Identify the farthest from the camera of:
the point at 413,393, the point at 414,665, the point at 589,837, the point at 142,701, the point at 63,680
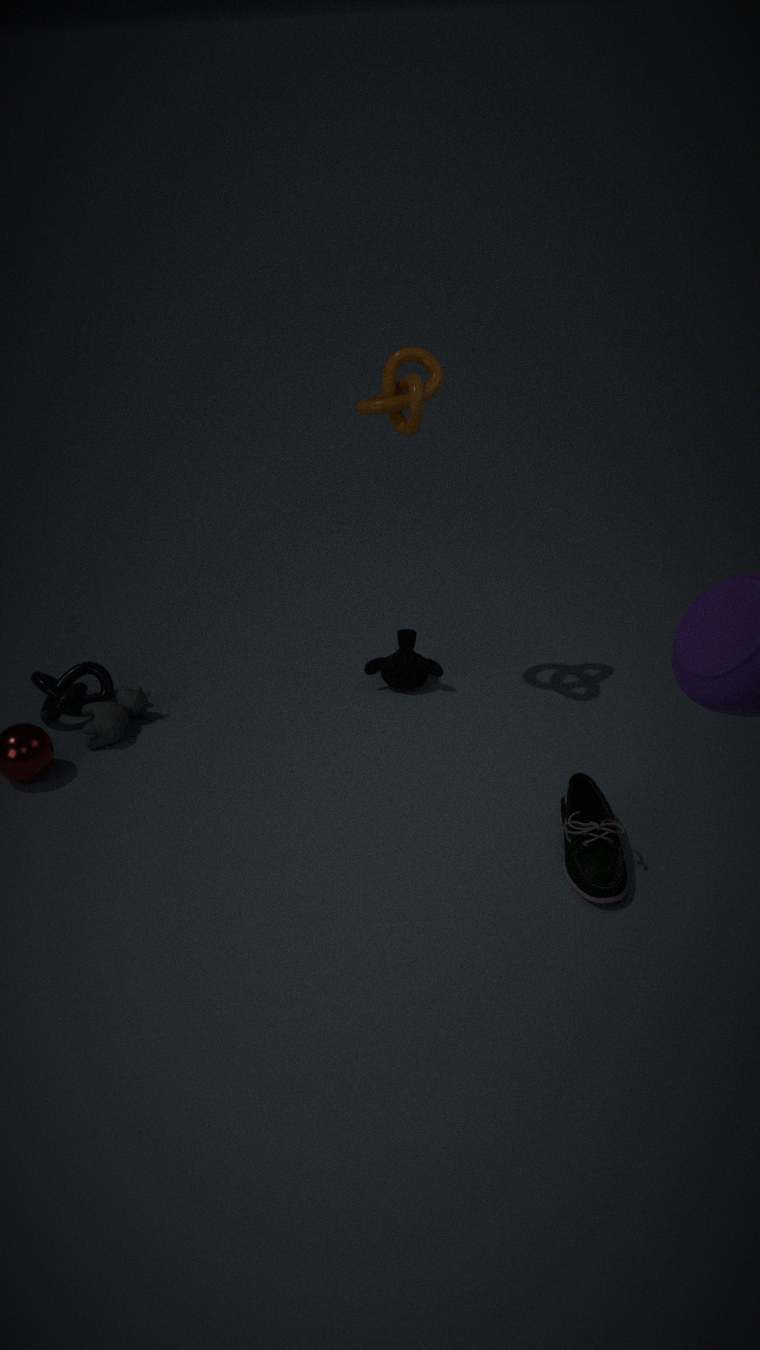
the point at 63,680
